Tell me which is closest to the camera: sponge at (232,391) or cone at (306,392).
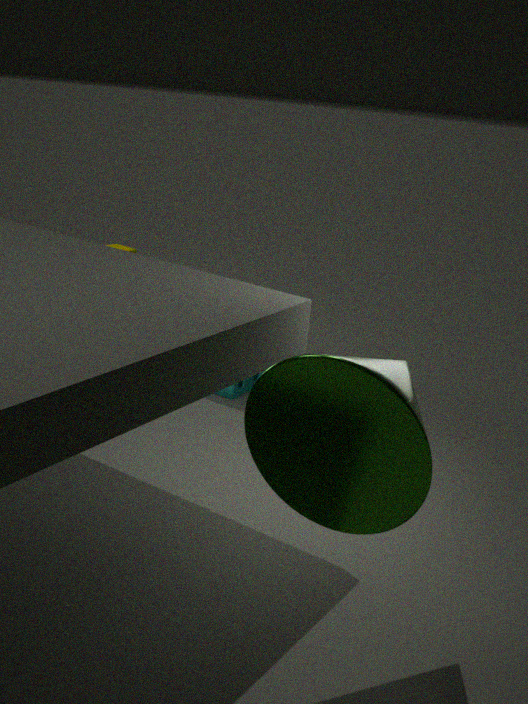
cone at (306,392)
